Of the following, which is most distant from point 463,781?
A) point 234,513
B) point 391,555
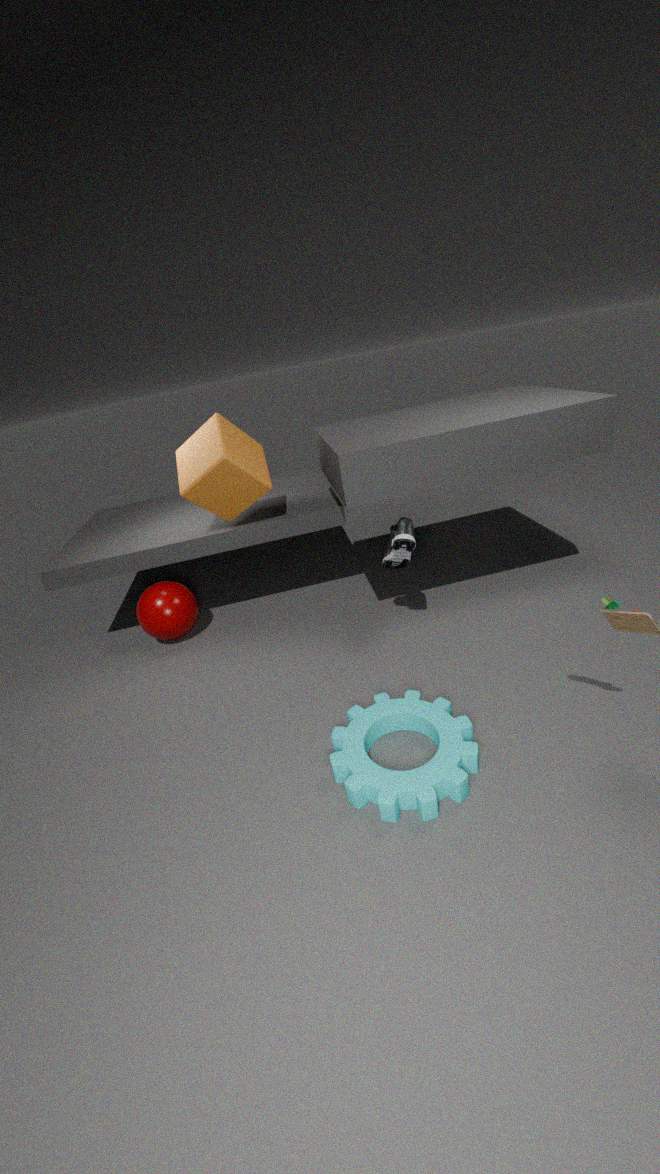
point 234,513
